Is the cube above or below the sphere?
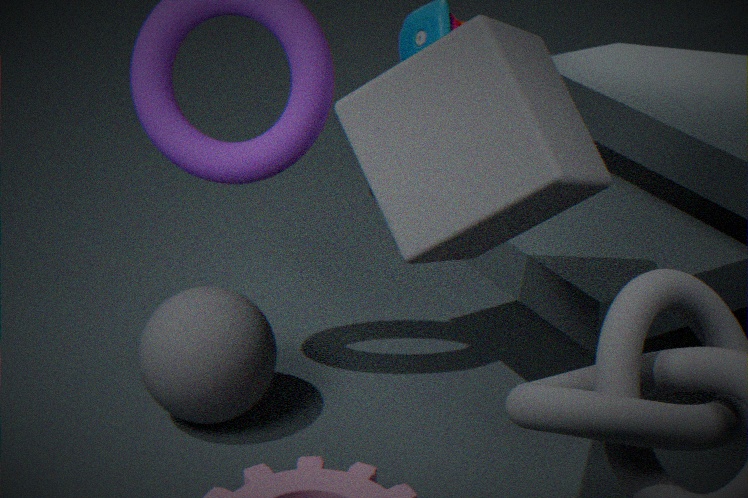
above
